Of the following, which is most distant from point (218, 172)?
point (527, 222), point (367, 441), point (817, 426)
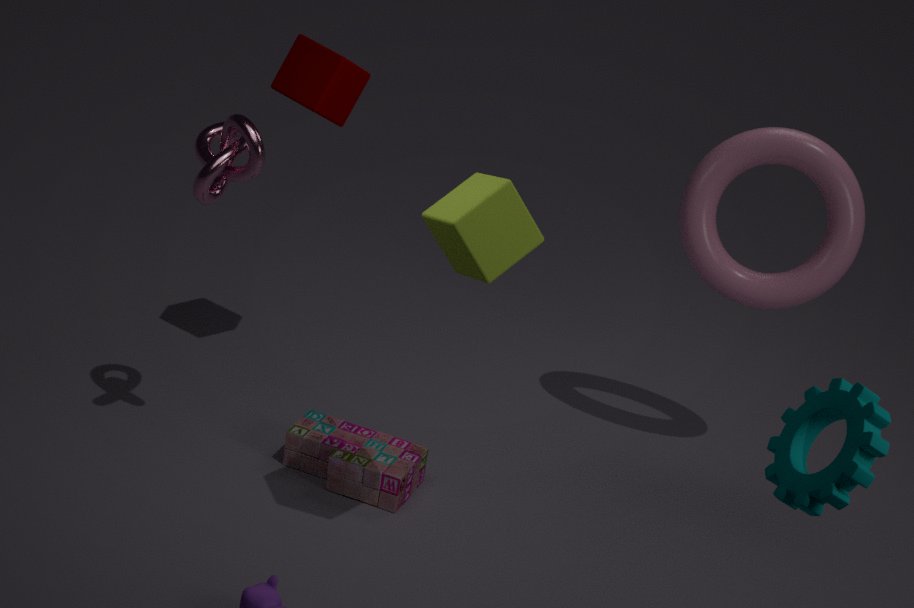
point (817, 426)
